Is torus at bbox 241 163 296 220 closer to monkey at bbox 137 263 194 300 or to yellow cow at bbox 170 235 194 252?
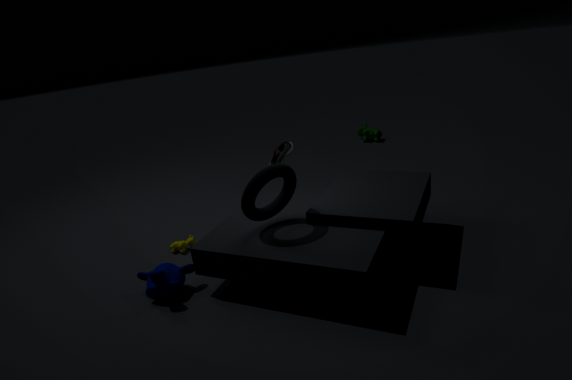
monkey at bbox 137 263 194 300
